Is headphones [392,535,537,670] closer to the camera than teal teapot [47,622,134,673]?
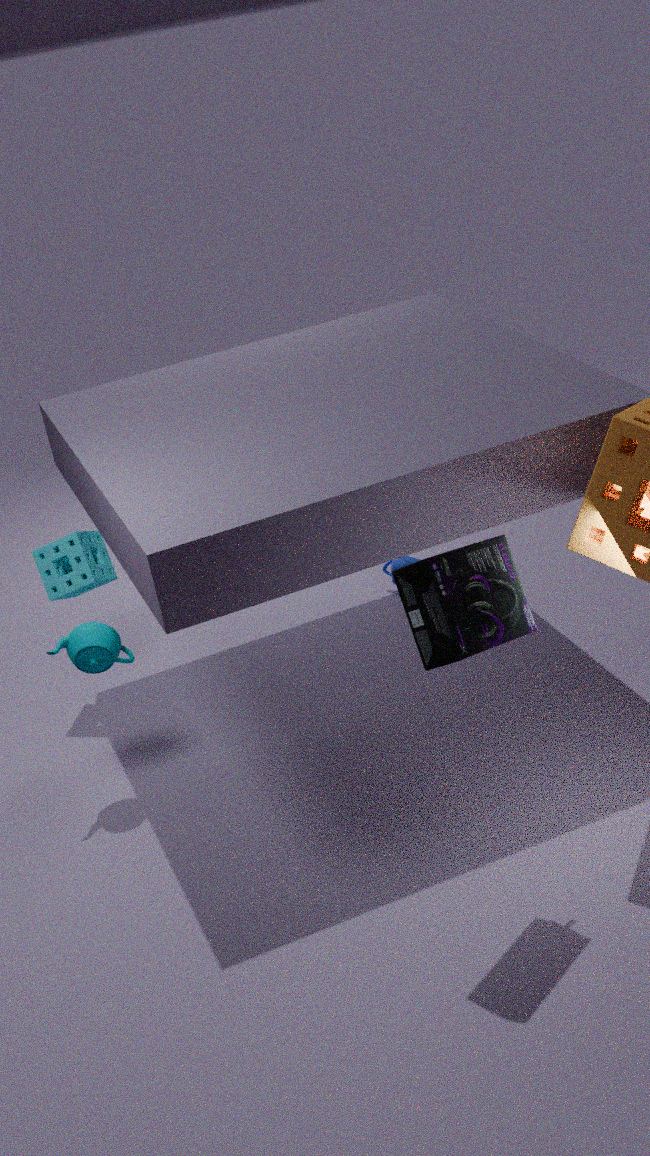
Yes
